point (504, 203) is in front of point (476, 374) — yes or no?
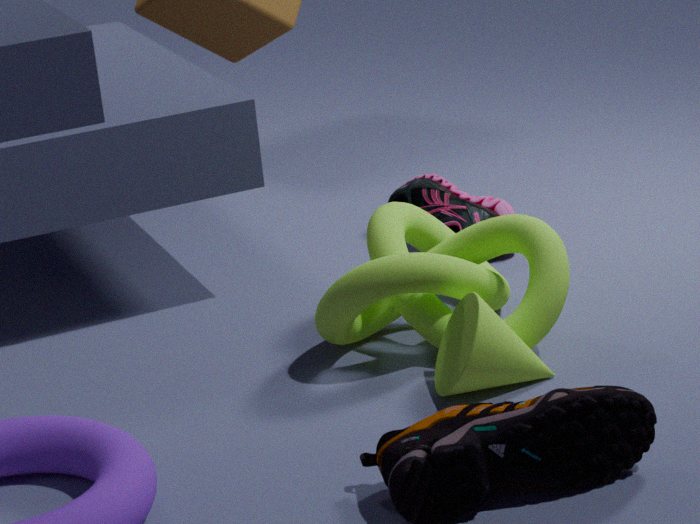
No
